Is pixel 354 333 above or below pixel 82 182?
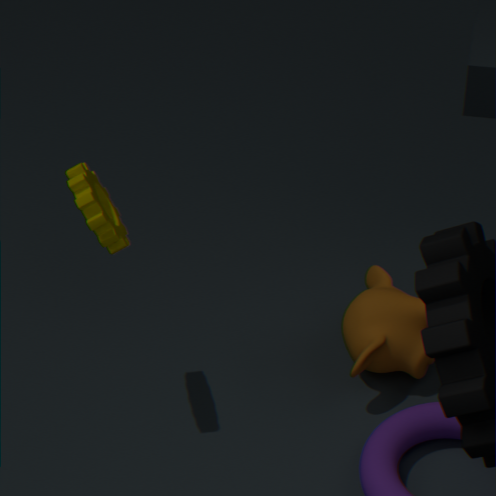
below
